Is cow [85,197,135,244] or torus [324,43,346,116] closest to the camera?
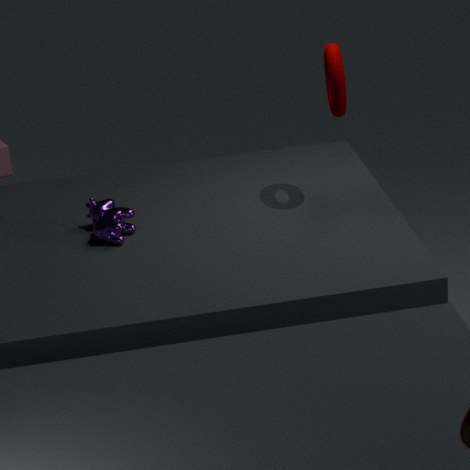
torus [324,43,346,116]
